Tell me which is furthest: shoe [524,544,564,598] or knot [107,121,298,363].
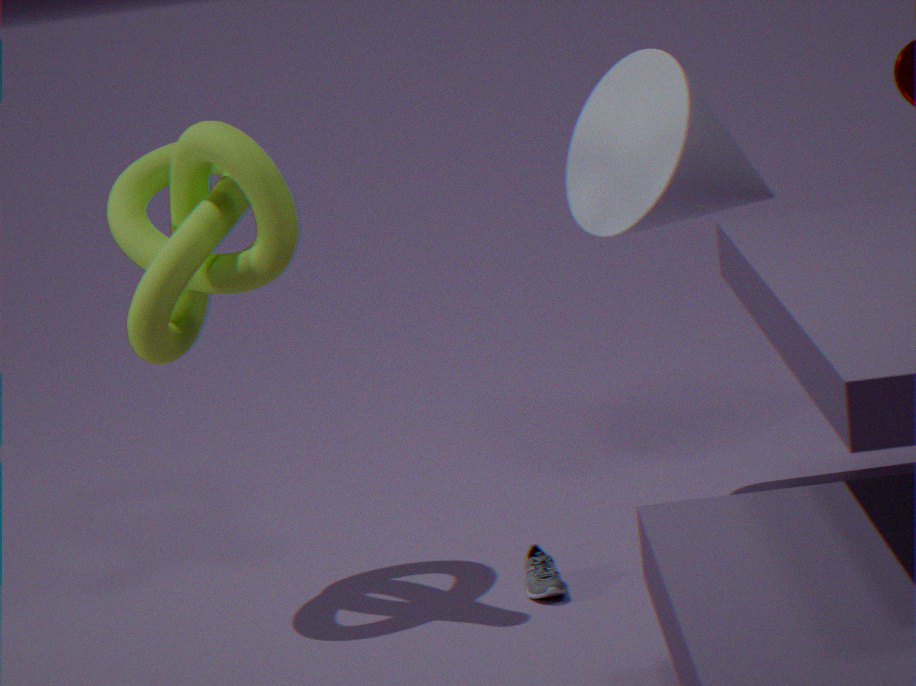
shoe [524,544,564,598]
